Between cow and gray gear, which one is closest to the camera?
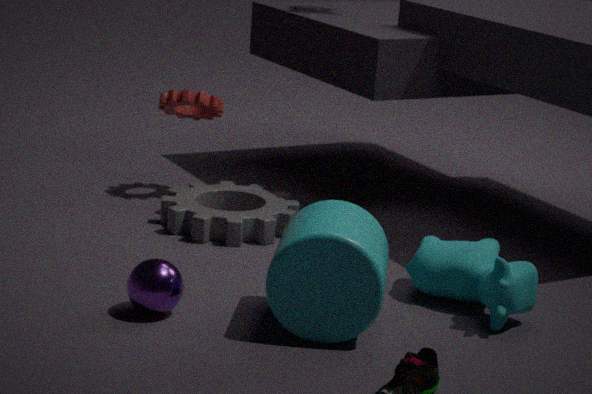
cow
